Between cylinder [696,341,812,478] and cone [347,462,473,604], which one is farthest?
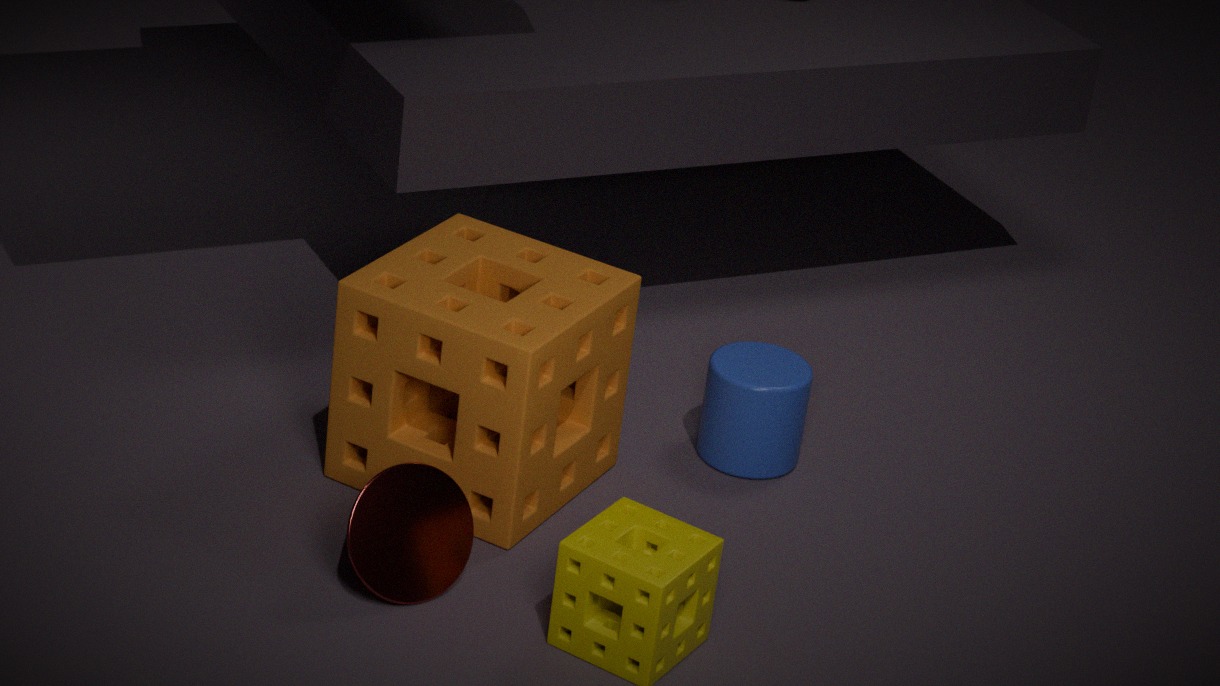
cylinder [696,341,812,478]
